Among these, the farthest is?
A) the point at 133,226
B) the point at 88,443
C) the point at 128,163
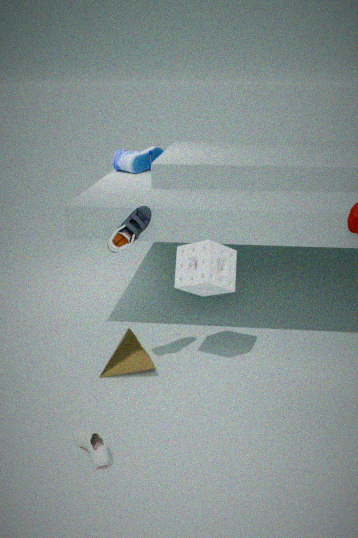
the point at 128,163
